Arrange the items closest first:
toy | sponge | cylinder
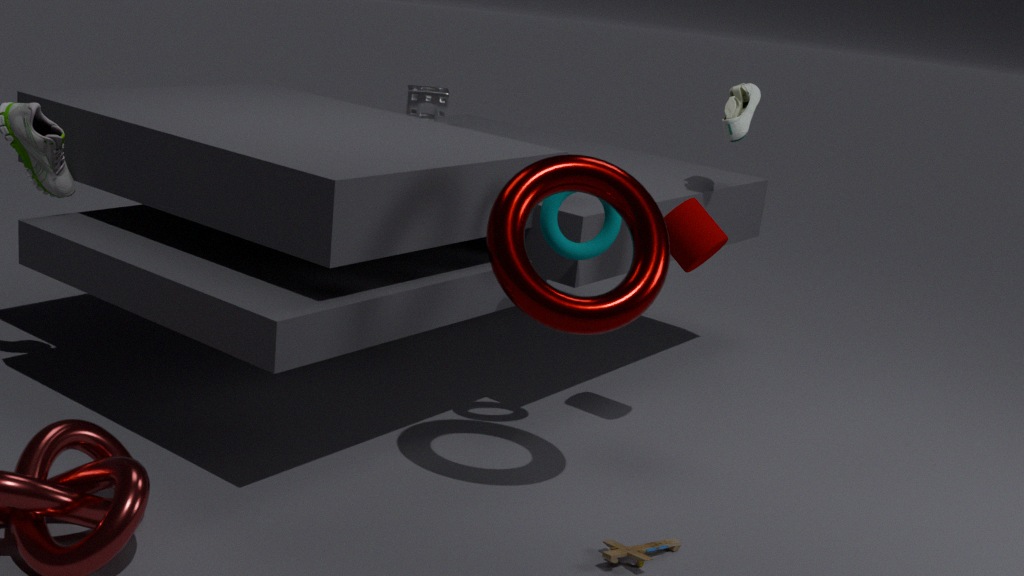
toy → cylinder → sponge
